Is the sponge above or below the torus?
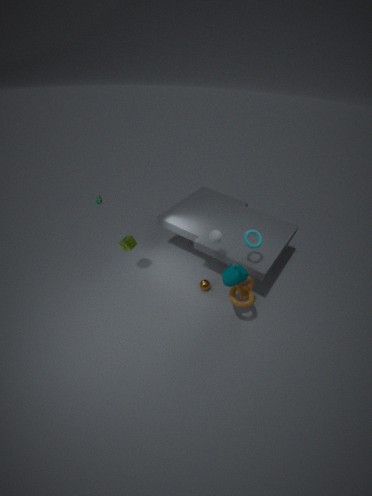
below
